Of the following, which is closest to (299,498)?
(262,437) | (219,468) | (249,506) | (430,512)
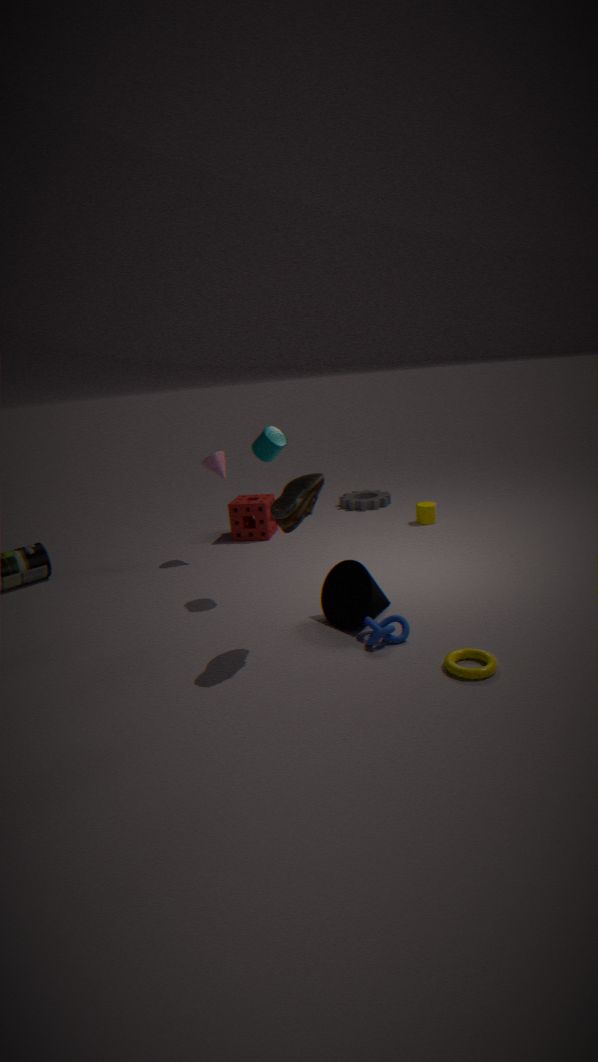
(262,437)
